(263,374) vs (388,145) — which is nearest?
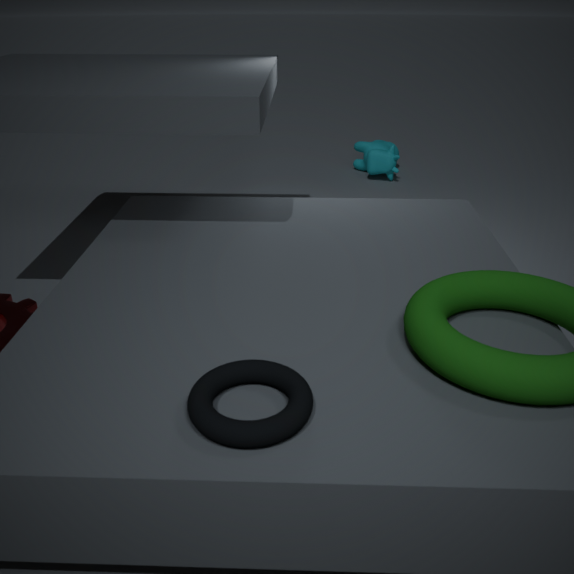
(263,374)
